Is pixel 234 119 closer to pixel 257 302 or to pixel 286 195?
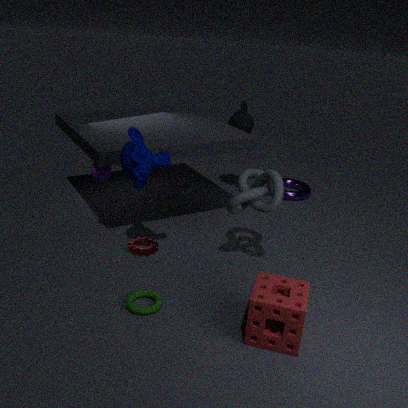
pixel 286 195
